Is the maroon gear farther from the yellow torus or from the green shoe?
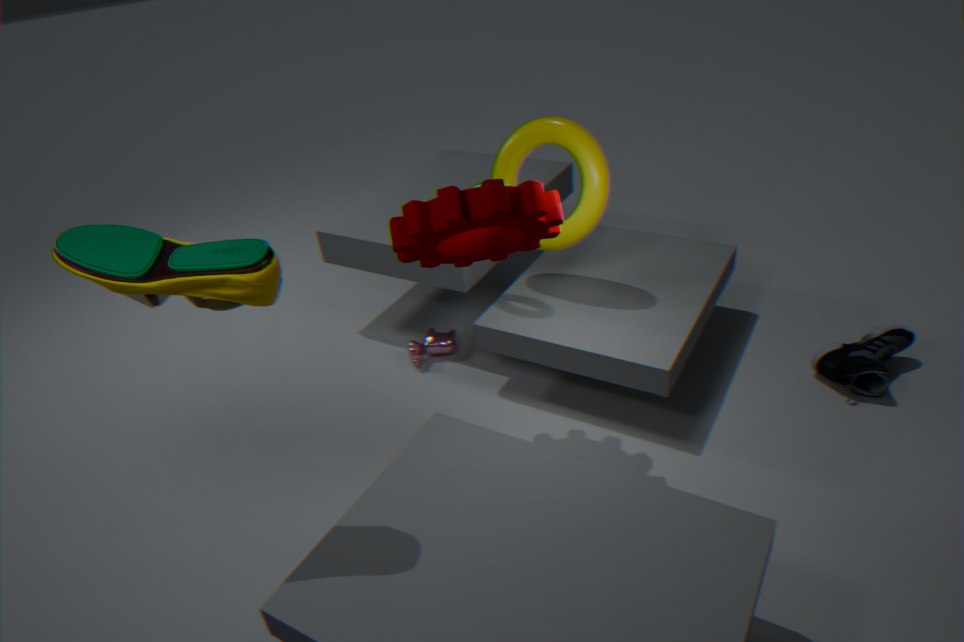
the green shoe
